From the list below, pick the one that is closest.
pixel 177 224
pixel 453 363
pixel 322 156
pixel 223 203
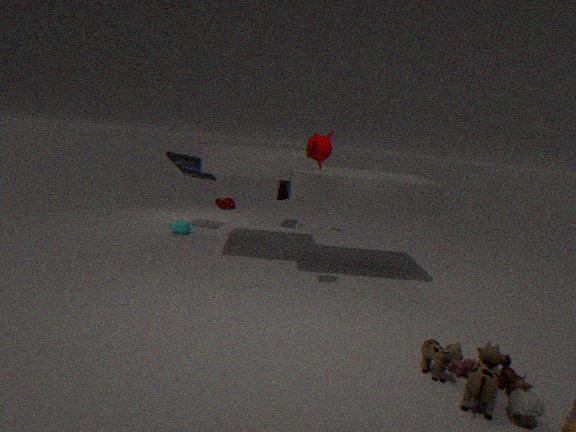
pixel 453 363
